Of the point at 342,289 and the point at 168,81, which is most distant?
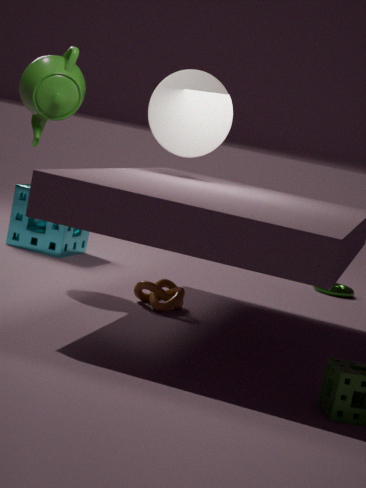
the point at 342,289
